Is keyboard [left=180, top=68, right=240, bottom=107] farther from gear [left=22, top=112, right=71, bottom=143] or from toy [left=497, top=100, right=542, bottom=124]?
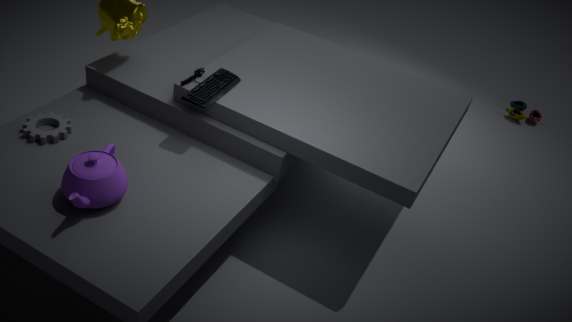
toy [left=497, top=100, right=542, bottom=124]
